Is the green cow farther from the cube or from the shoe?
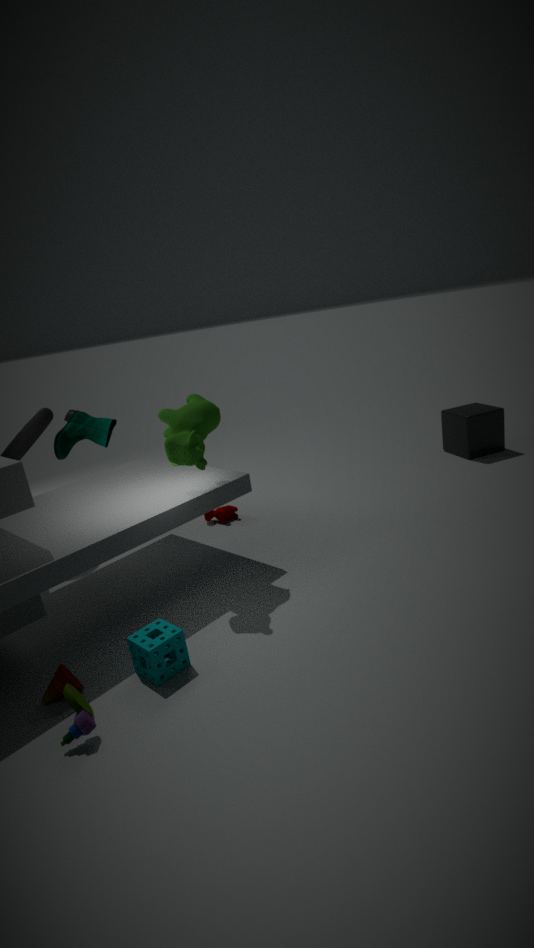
the cube
